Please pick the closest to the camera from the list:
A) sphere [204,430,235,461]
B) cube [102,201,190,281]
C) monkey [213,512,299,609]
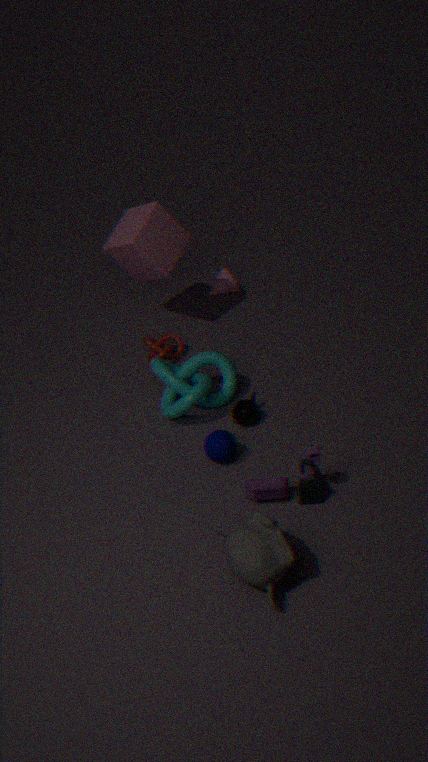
monkey [213,512,299,609]
